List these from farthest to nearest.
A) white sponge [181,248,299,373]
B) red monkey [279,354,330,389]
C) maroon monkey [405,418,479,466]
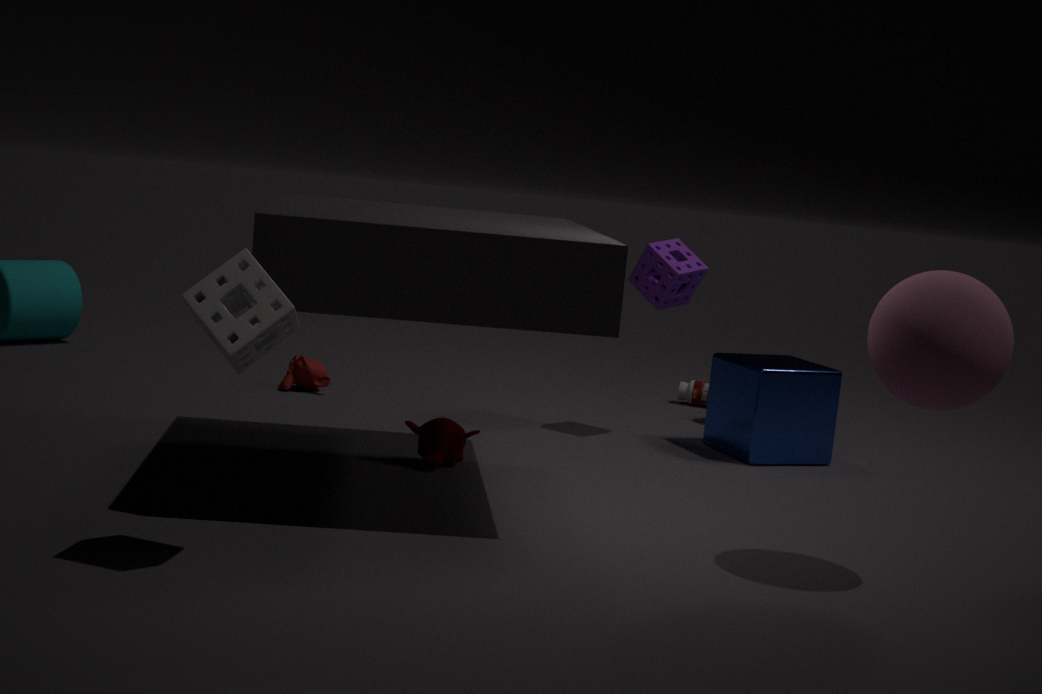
1. red monkey [279,354,330,389]
2. maroon monkey [405,418,479,466]
3. white sponge [181,248,299,373]
